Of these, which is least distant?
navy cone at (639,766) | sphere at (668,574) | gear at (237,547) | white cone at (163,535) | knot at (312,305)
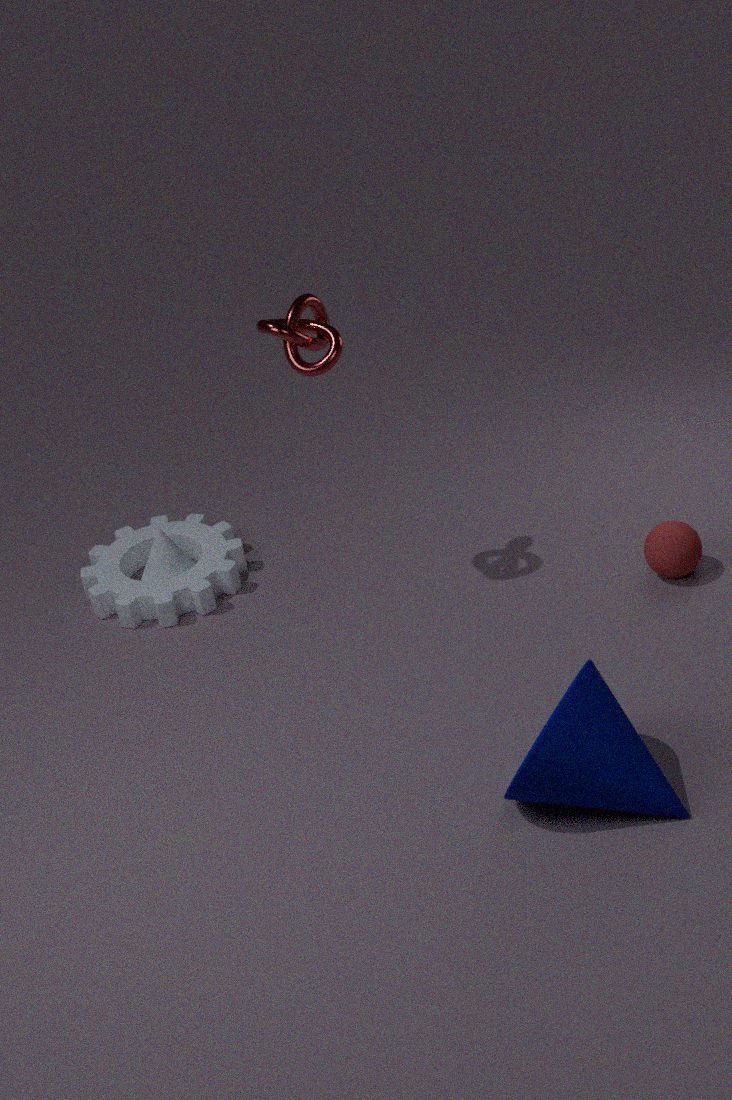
navy cone at (639,766)
